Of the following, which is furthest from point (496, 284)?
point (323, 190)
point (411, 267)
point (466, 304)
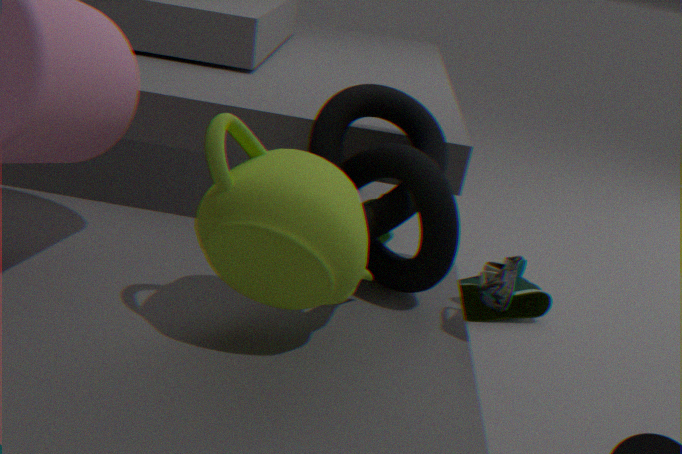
point (466, 304)
